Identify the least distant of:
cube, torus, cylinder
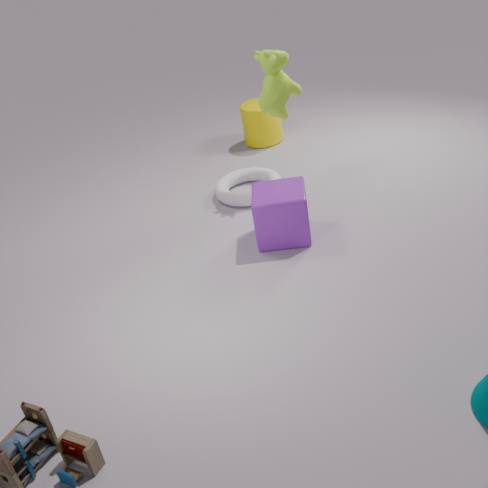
cube
